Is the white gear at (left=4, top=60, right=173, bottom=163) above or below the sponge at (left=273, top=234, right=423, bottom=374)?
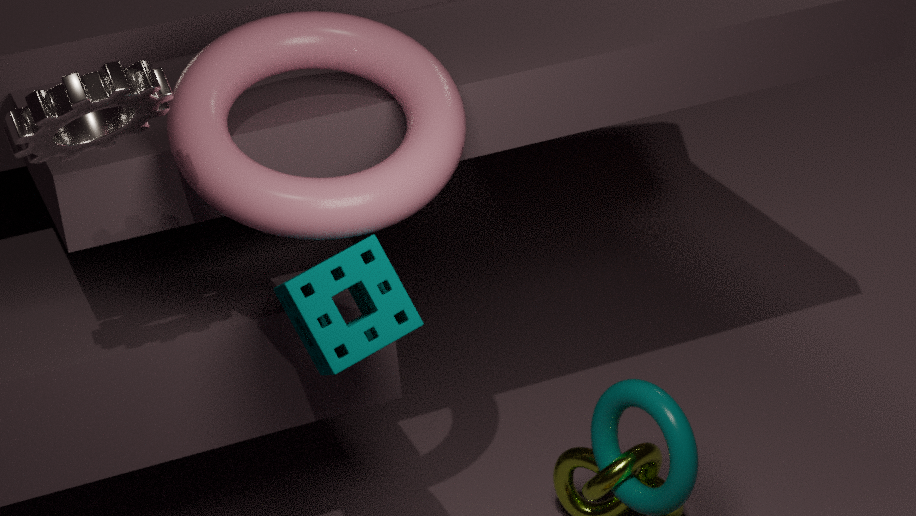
above
